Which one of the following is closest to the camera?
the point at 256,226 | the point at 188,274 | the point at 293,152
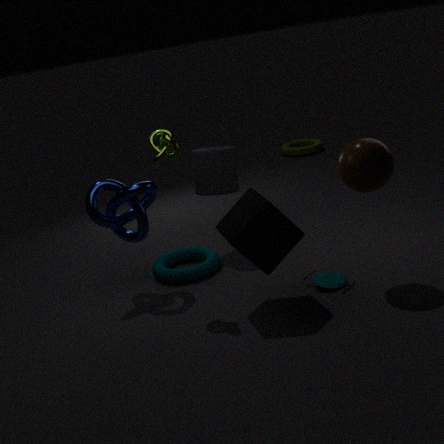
the point at 256,226
